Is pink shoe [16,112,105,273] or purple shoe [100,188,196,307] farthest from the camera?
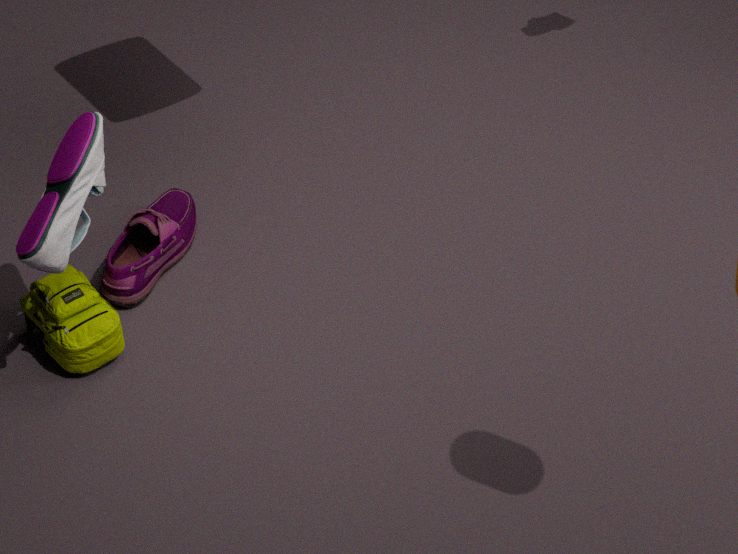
purple shoe [100,188,196,307]
